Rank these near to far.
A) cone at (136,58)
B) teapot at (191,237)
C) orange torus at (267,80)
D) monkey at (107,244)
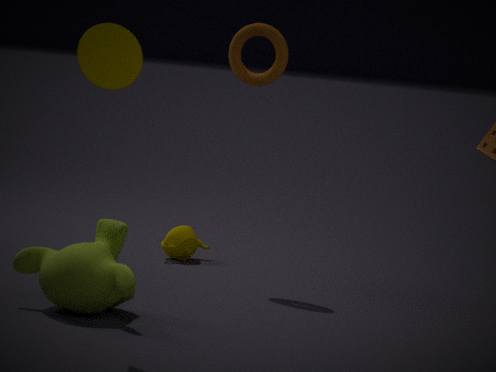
1. cone at (136,58)
2. monkey at (107,244)
3. orange torus at (267,80)
4. teapot at (191,237)
